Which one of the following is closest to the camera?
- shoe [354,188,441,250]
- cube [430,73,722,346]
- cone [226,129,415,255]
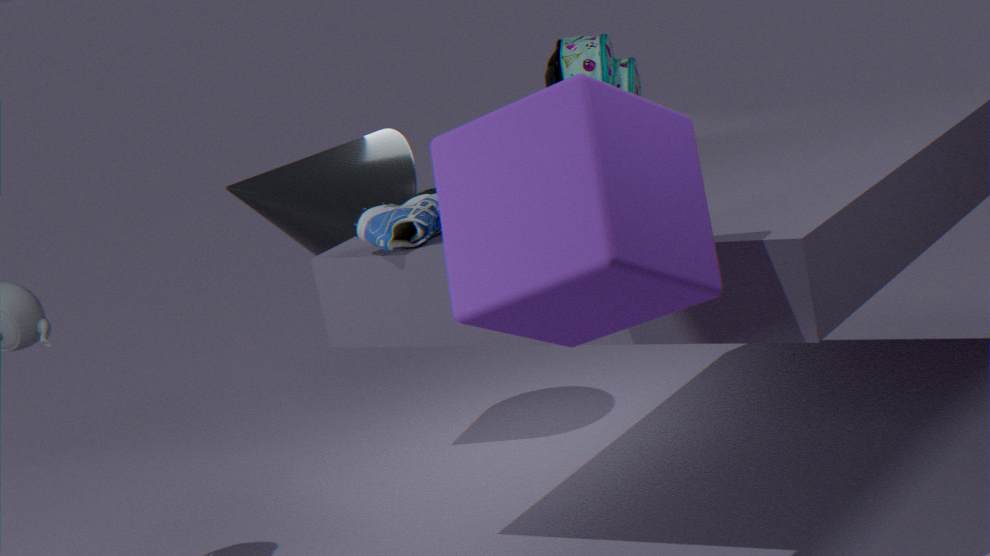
cube [430,73,722,346]
